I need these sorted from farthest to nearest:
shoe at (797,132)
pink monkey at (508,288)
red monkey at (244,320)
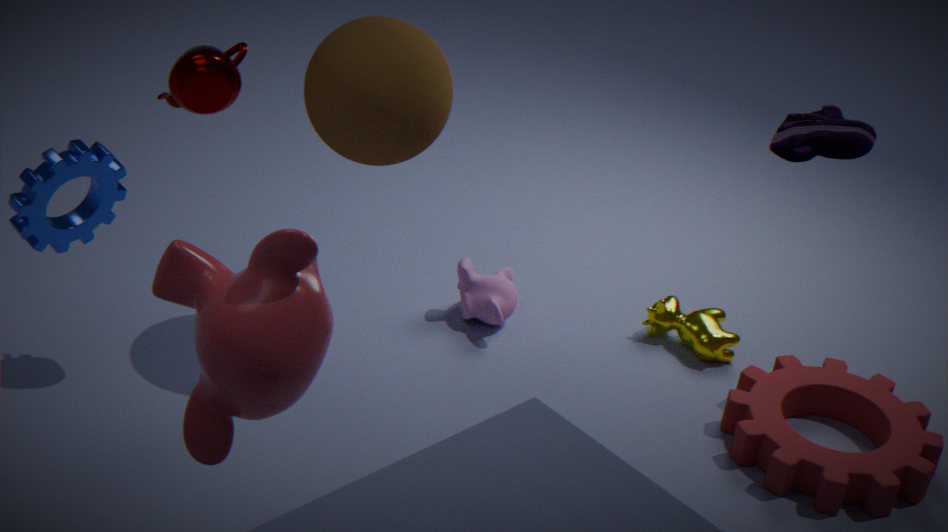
pink monkey at (508,288)
shoe at (797,132)
red monkey at (244,320)
